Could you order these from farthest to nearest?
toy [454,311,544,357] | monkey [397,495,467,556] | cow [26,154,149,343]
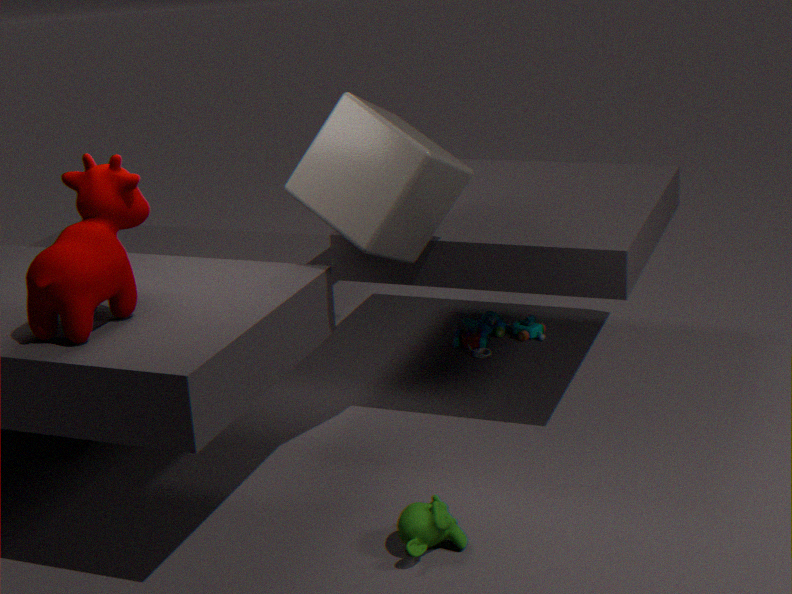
1. toy [454,311,544,357]
2. monkey [397,495,467,556]
3. cow [26,154,149,343]
